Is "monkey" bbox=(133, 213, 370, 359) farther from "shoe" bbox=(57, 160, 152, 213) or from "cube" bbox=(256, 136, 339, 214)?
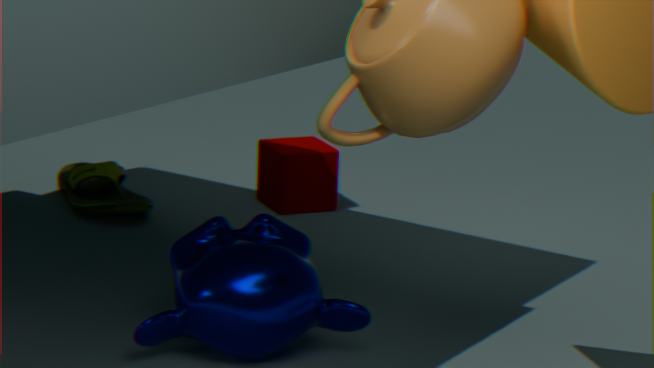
"cube" bbox=(256, 136, 339, 214)
